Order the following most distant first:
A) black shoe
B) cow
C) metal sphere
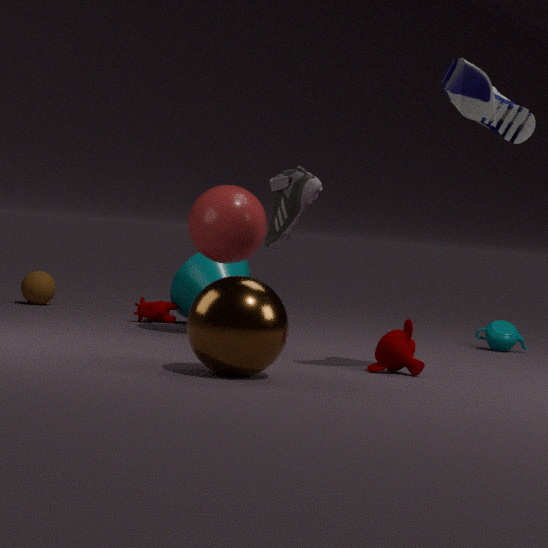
cow < black shoe < metal sphere
